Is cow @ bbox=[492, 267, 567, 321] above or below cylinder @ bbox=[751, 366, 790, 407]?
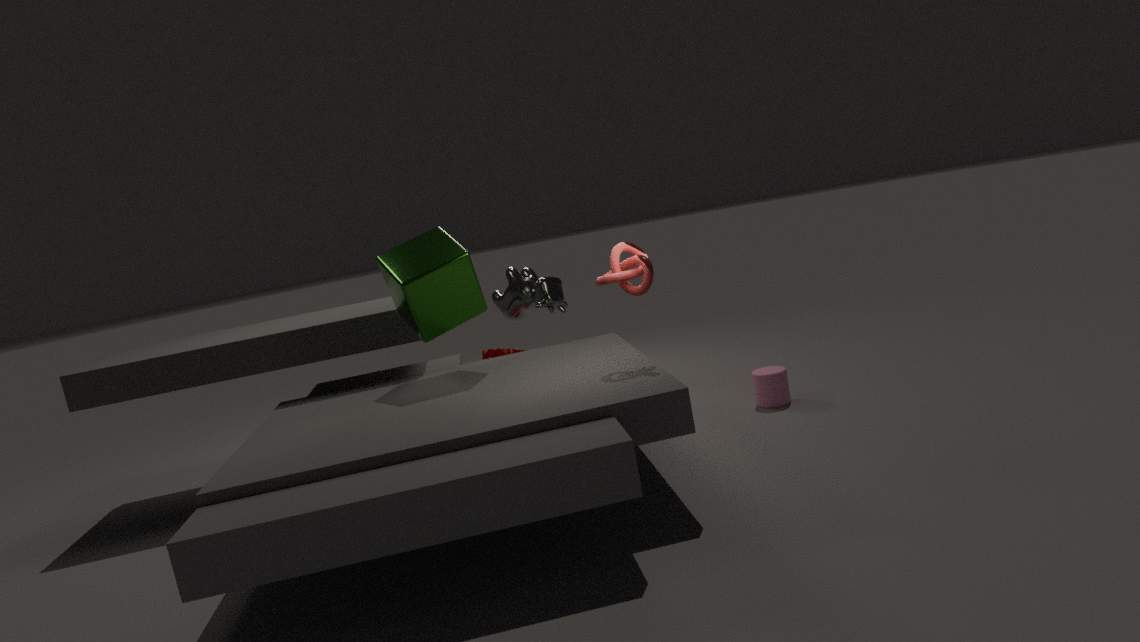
above
